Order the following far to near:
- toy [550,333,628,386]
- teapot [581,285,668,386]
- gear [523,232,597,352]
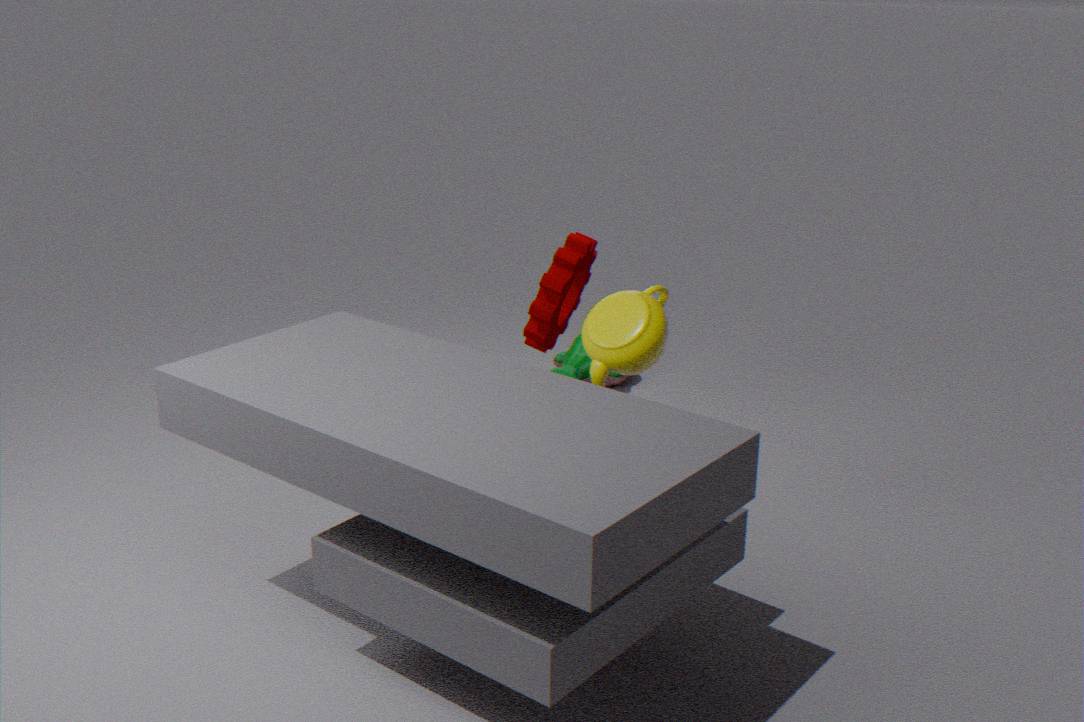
toy [550,333,628,386], gear [523,232,597,352], teapot [581,285,668,386]
